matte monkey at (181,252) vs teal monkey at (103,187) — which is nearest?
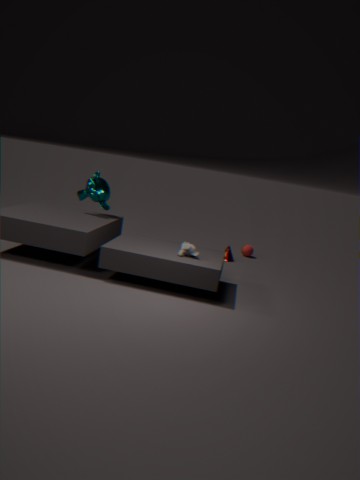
matte monkey at (181,252)
